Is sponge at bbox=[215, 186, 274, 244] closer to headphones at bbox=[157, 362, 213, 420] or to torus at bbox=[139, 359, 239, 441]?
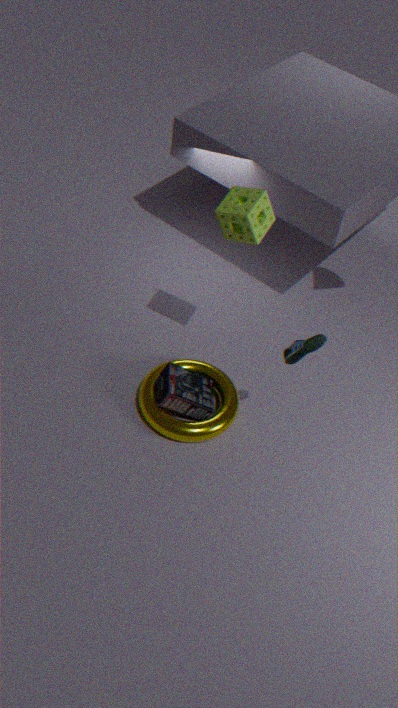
headphones at bbox=[157, 362, 213, 420]
